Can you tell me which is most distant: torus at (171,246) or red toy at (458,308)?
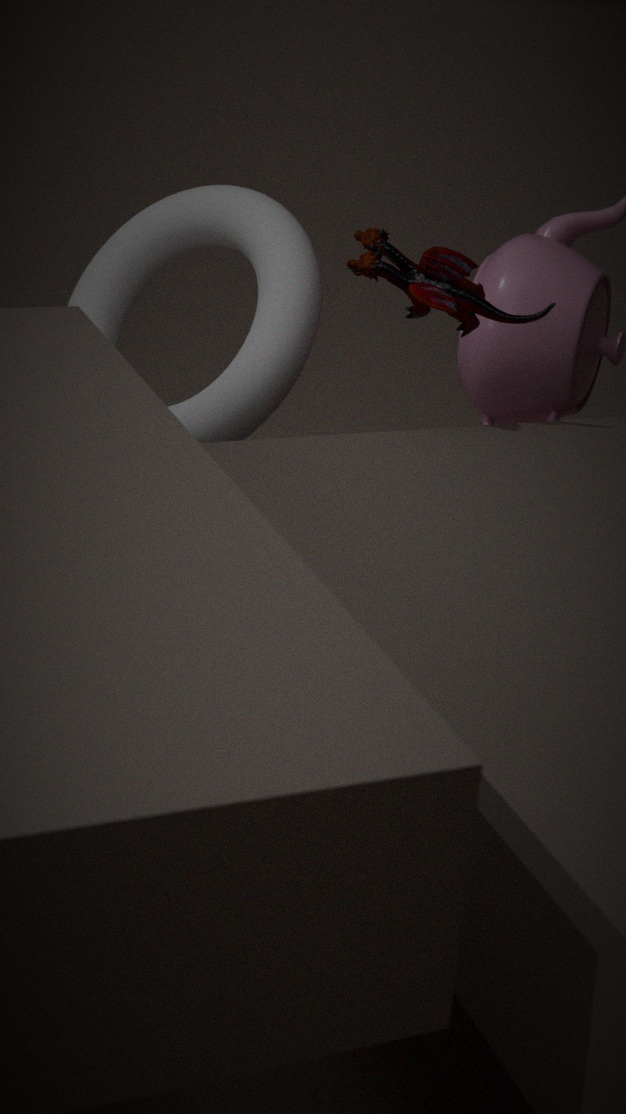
torus at (171,246)
